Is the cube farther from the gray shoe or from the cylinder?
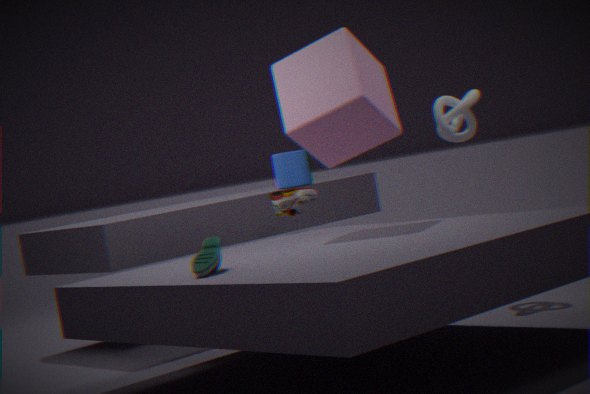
the cylinder
